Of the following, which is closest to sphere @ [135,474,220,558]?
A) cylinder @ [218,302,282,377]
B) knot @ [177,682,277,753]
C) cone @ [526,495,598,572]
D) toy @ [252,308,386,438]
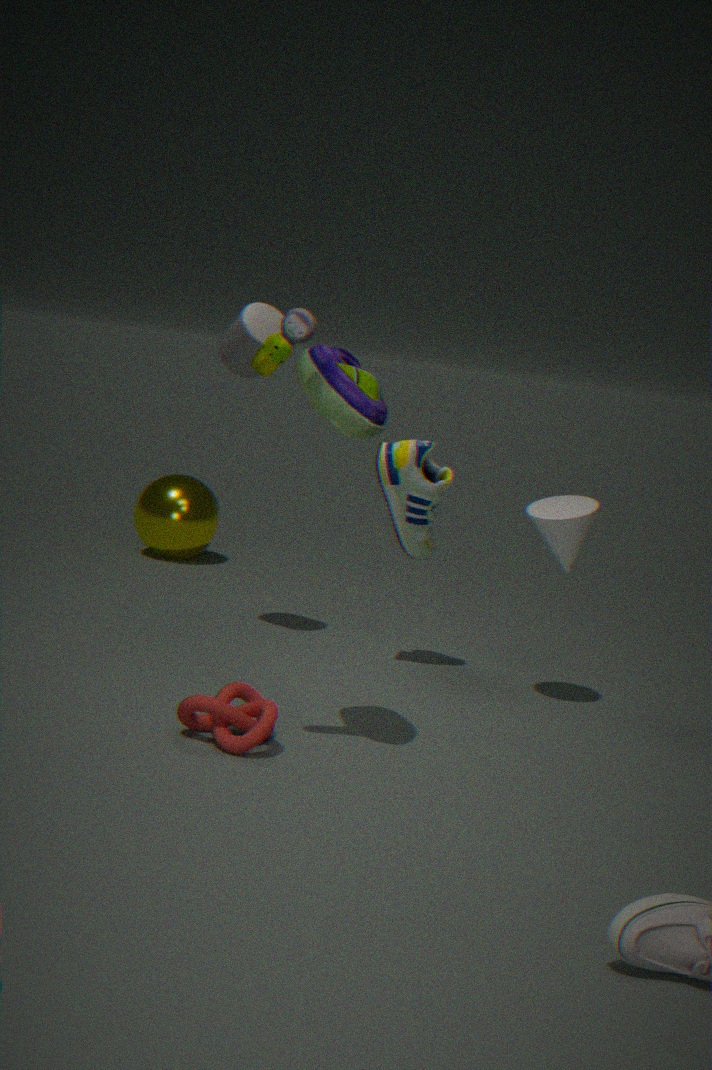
cylinder @ [218,302,282,377]
